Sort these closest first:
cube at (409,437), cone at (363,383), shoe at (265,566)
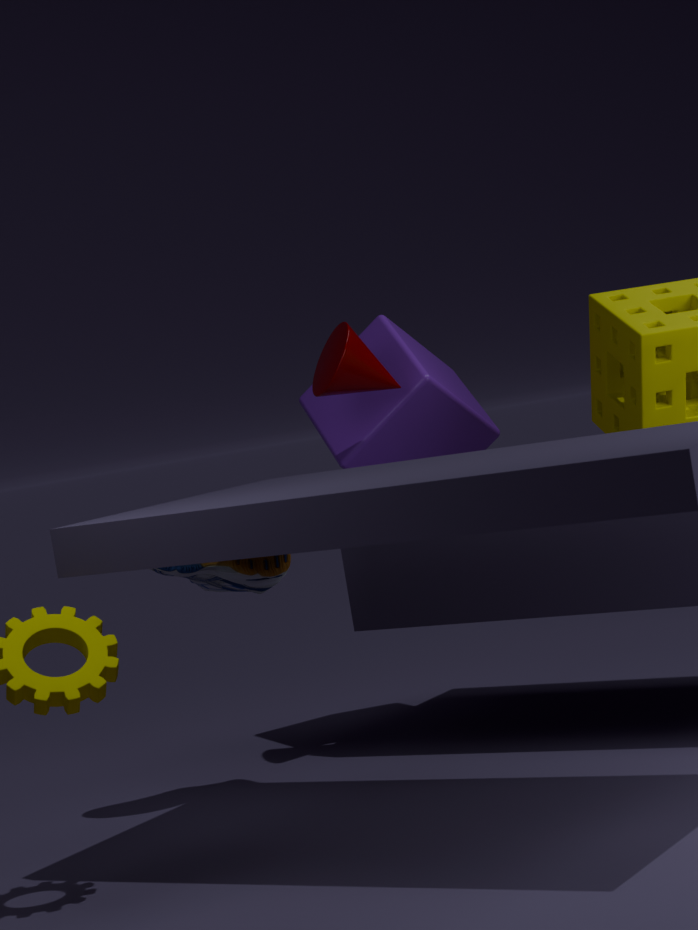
shoe at (265,566)
cone at (363,383)
cube at (409,437)
